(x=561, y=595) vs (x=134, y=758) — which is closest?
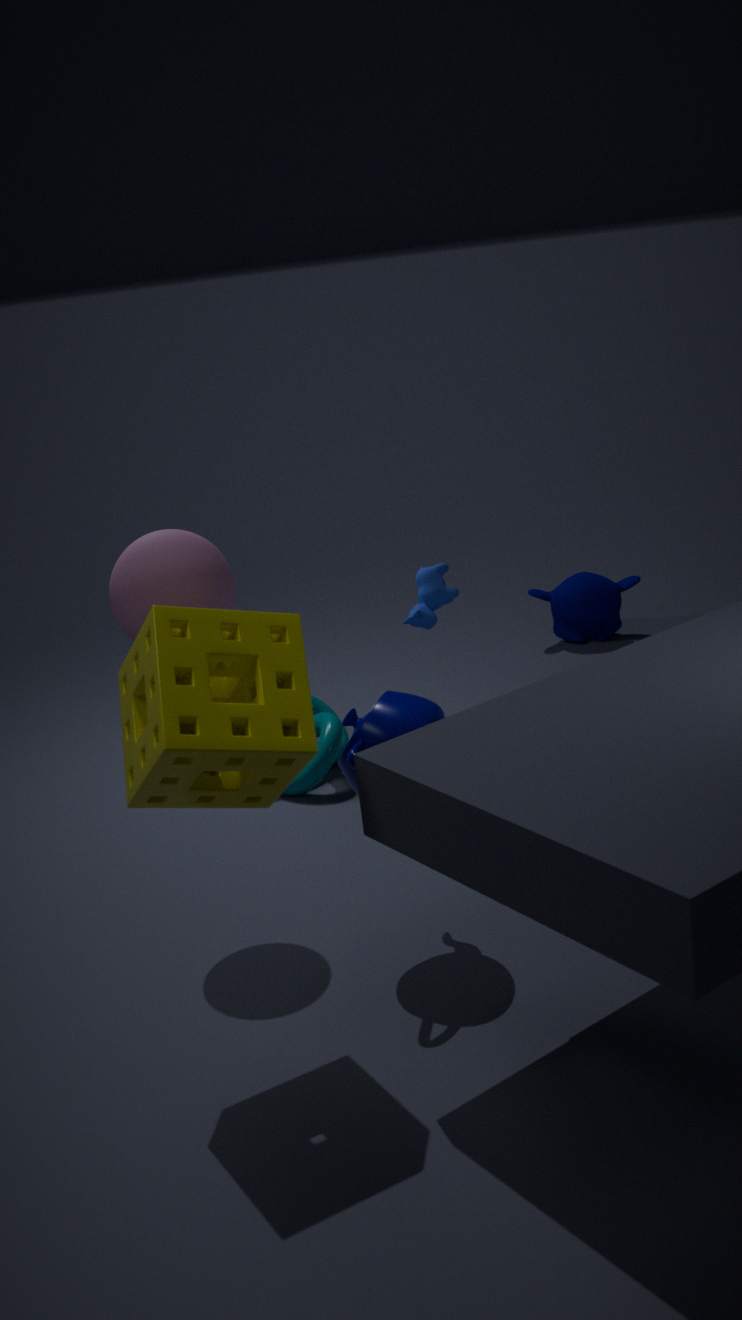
(x=134, y=758)
